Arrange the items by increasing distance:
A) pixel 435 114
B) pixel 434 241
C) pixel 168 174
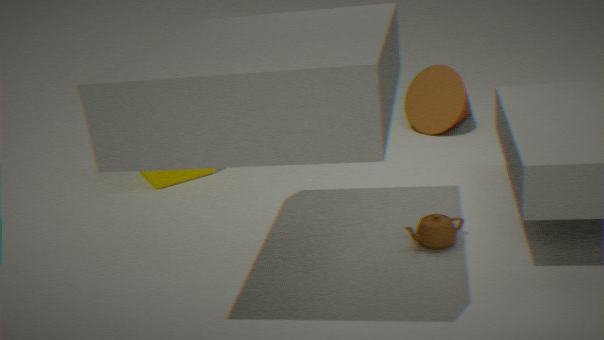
pixel 434 241
pixel 168 174
pixel 435 114
